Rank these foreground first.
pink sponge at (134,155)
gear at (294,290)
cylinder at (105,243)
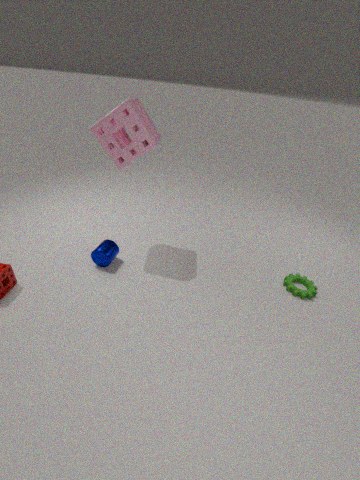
pink sponge at (134,155) → cylinder at (105,243) → gear at (294,290)
